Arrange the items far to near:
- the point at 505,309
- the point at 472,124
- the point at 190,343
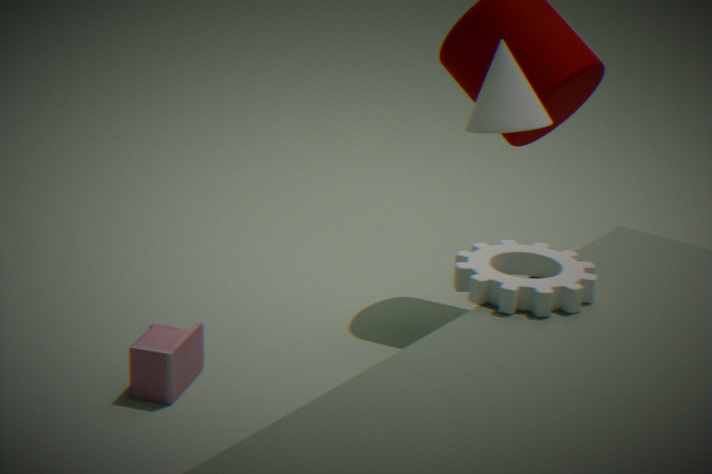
1. the point at 190,343
2. the point at 472,124
3. the point at 505,309
